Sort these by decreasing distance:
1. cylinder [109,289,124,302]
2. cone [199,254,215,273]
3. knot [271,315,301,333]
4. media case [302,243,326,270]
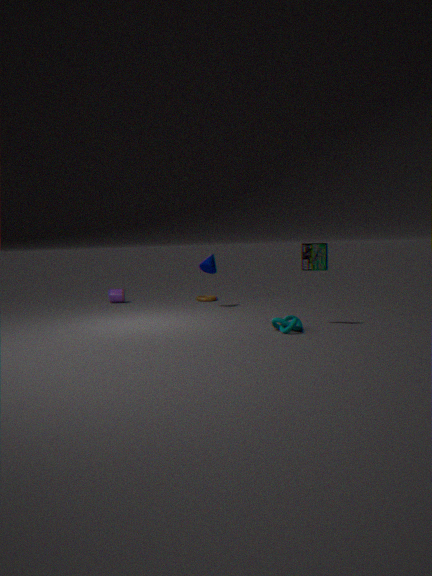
cylinder [109,289,124,302]
cone [199,254,215,273]
media case [302,243,326,270]
knot [271,315,301,333]
